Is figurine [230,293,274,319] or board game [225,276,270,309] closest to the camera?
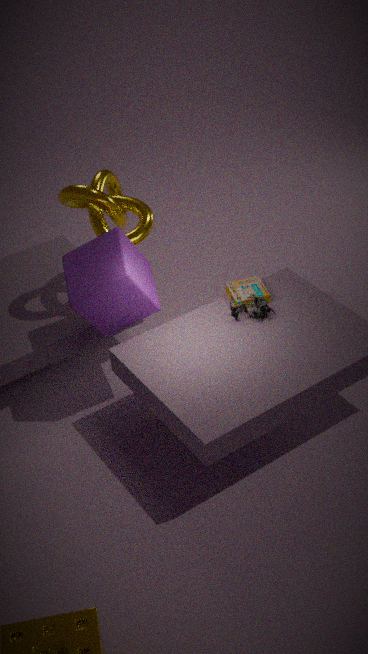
figurine [230,293,274,319]
